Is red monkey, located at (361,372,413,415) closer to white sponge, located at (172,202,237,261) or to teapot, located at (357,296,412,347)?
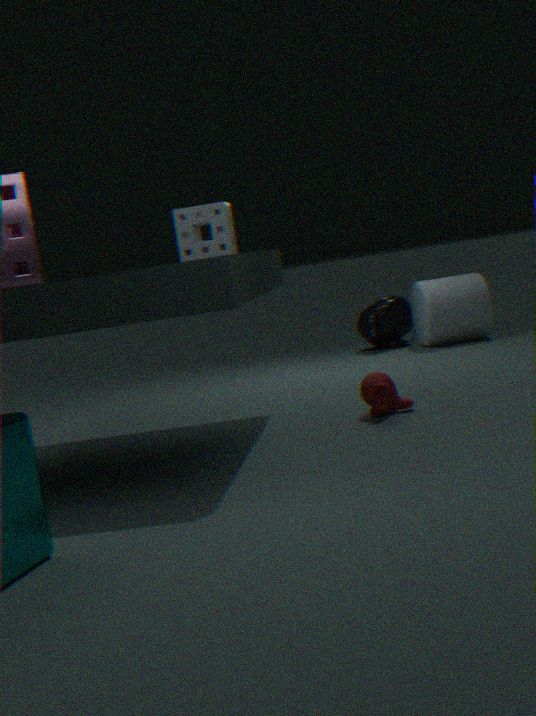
white sponge, located at (172,202,237,261)
